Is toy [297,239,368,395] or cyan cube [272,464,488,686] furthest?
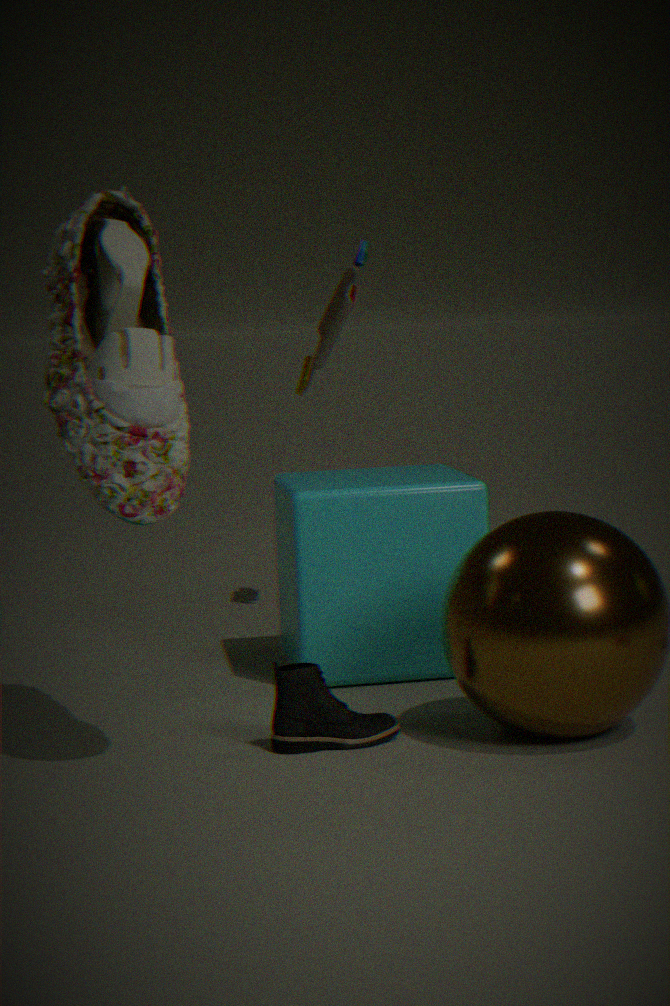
toy [297,239,368,395]
